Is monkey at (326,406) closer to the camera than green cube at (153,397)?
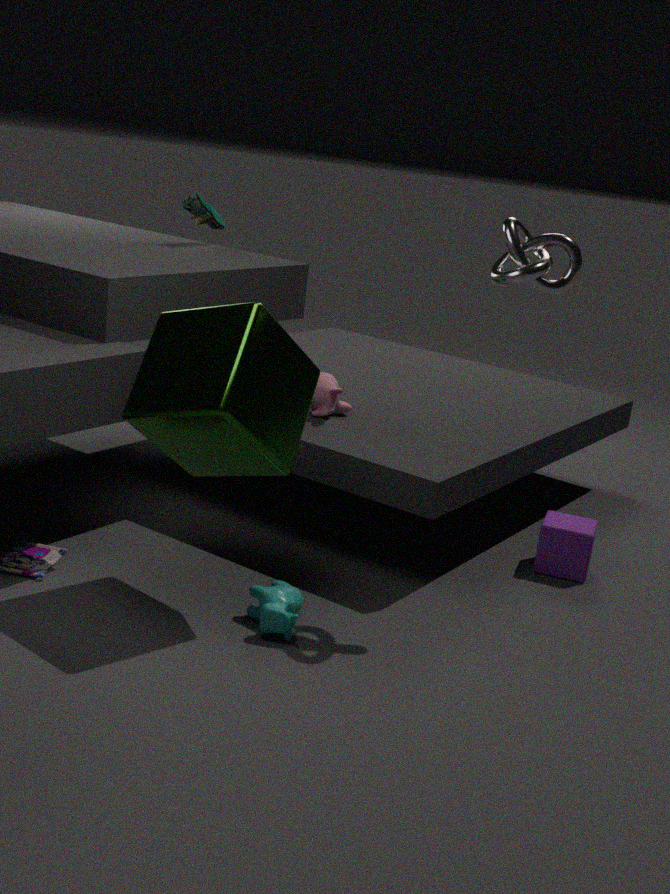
No
